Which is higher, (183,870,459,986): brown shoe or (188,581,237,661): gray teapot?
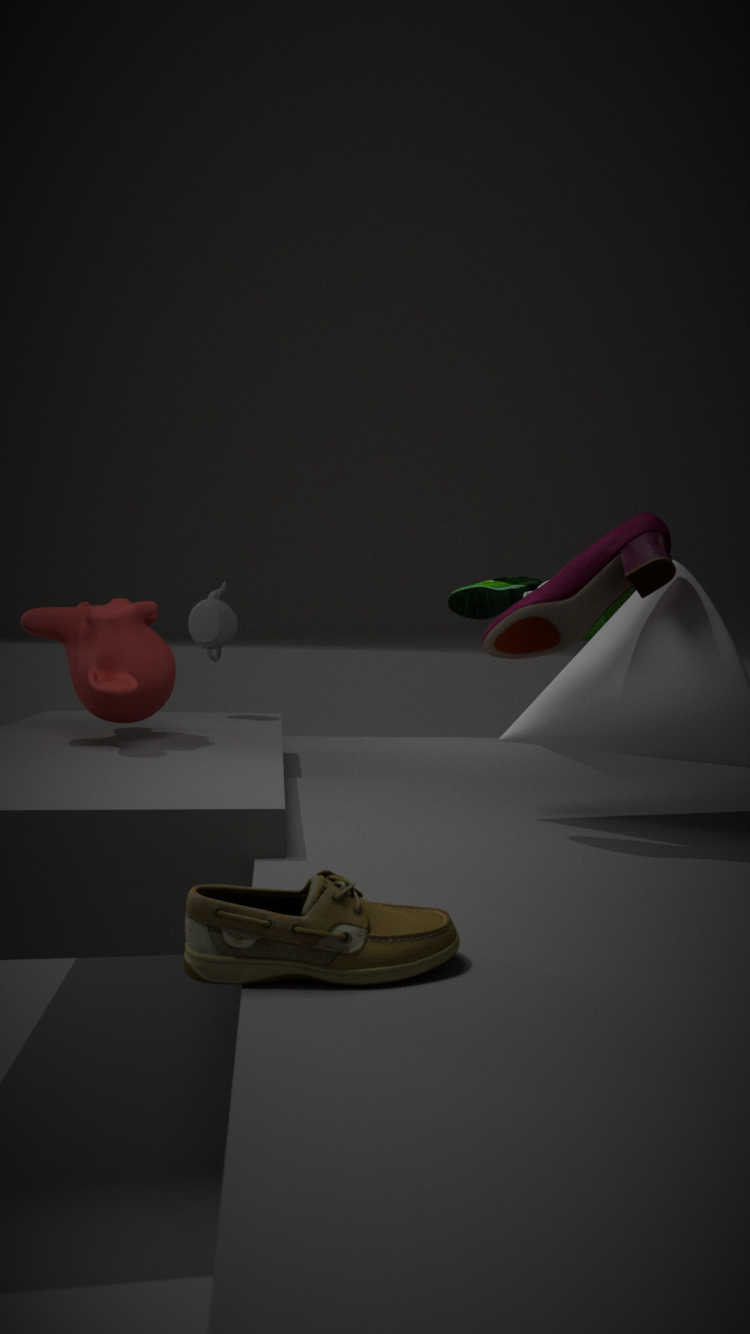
(188,581,237,661): gray teapot
